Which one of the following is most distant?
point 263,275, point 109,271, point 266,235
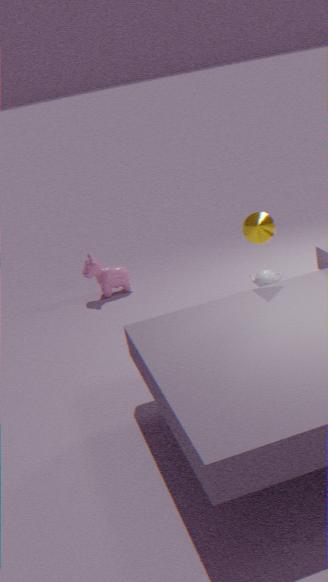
point 109,271
